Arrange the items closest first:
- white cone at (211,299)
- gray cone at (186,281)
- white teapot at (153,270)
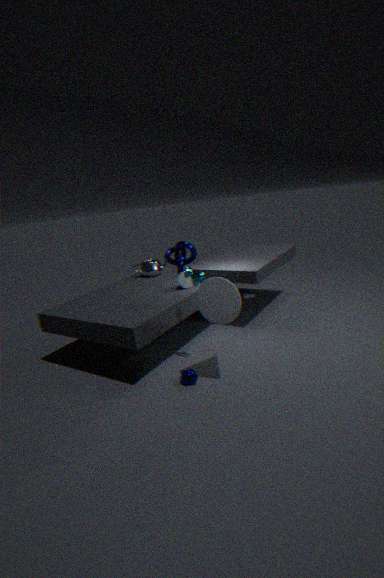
white cone at (211,299) → gray cone at (186,281) → white teapot at (153,270)
